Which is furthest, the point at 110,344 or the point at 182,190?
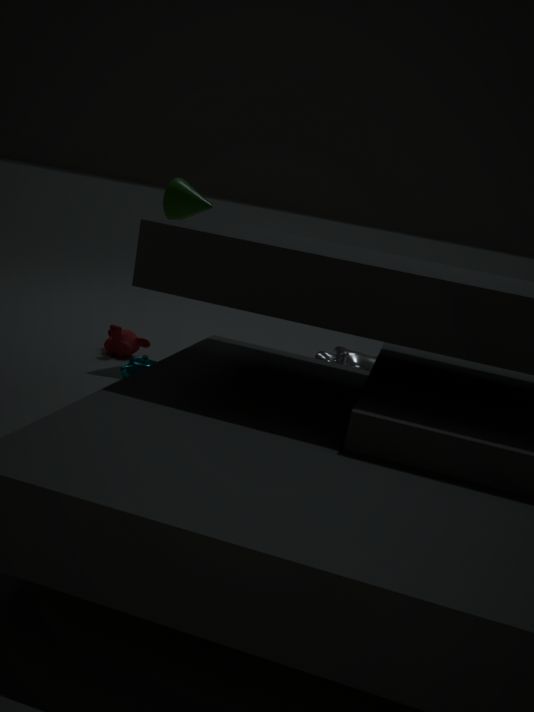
the point at 110,344
